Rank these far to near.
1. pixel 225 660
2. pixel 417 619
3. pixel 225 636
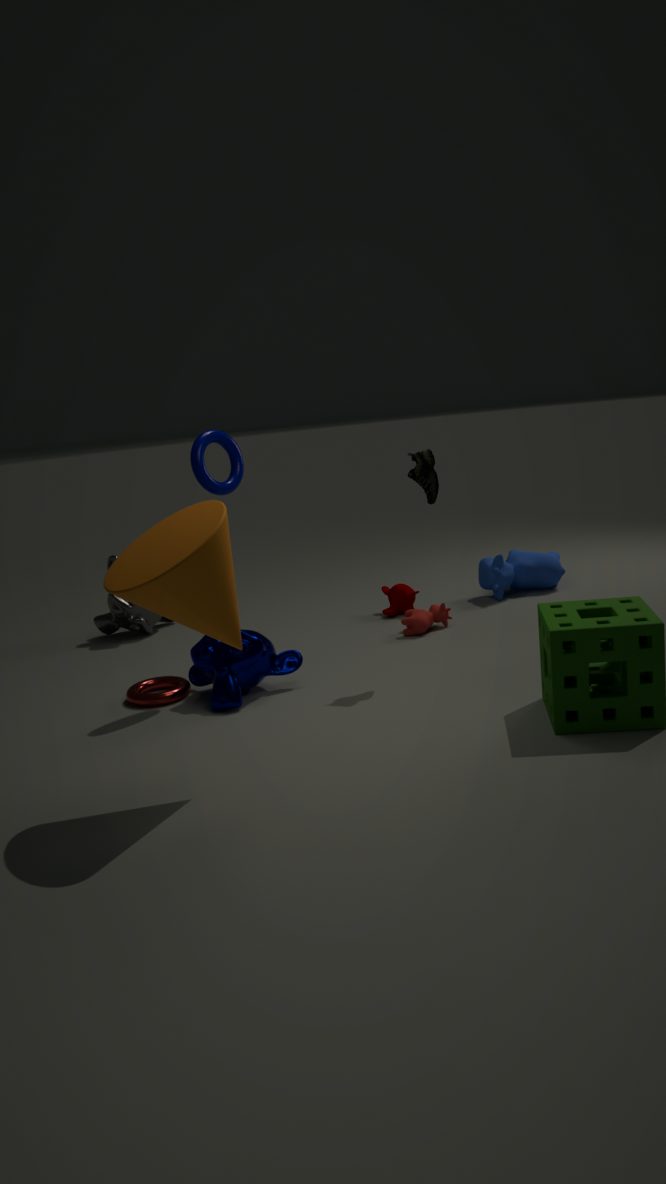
pixel 417 619, pixel 225 660, pixel 225 636
